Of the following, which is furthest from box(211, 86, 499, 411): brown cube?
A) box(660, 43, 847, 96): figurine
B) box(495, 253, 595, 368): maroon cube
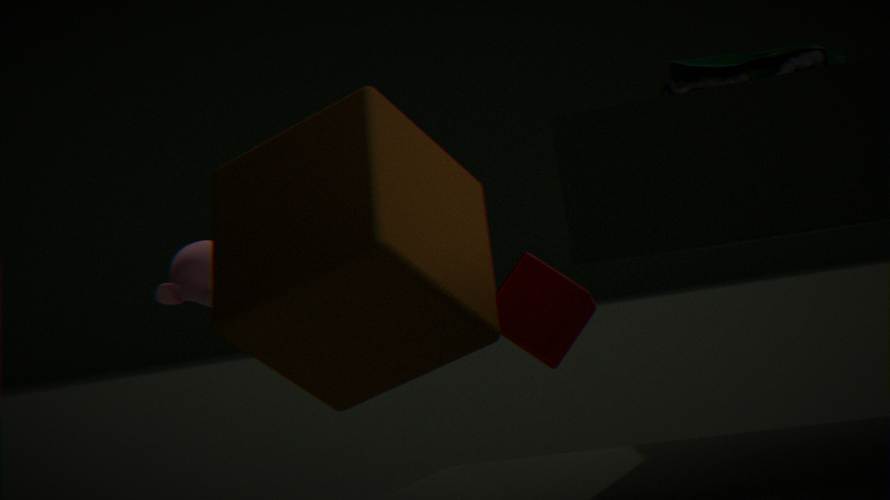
box(660, 43, 847, 96): figurine
